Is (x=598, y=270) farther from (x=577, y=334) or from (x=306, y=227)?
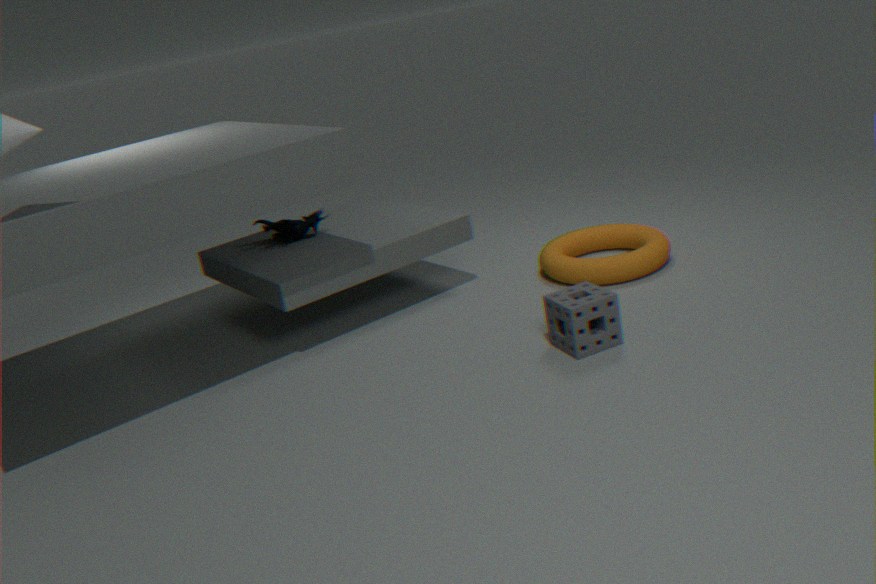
(x=306, y=227)
